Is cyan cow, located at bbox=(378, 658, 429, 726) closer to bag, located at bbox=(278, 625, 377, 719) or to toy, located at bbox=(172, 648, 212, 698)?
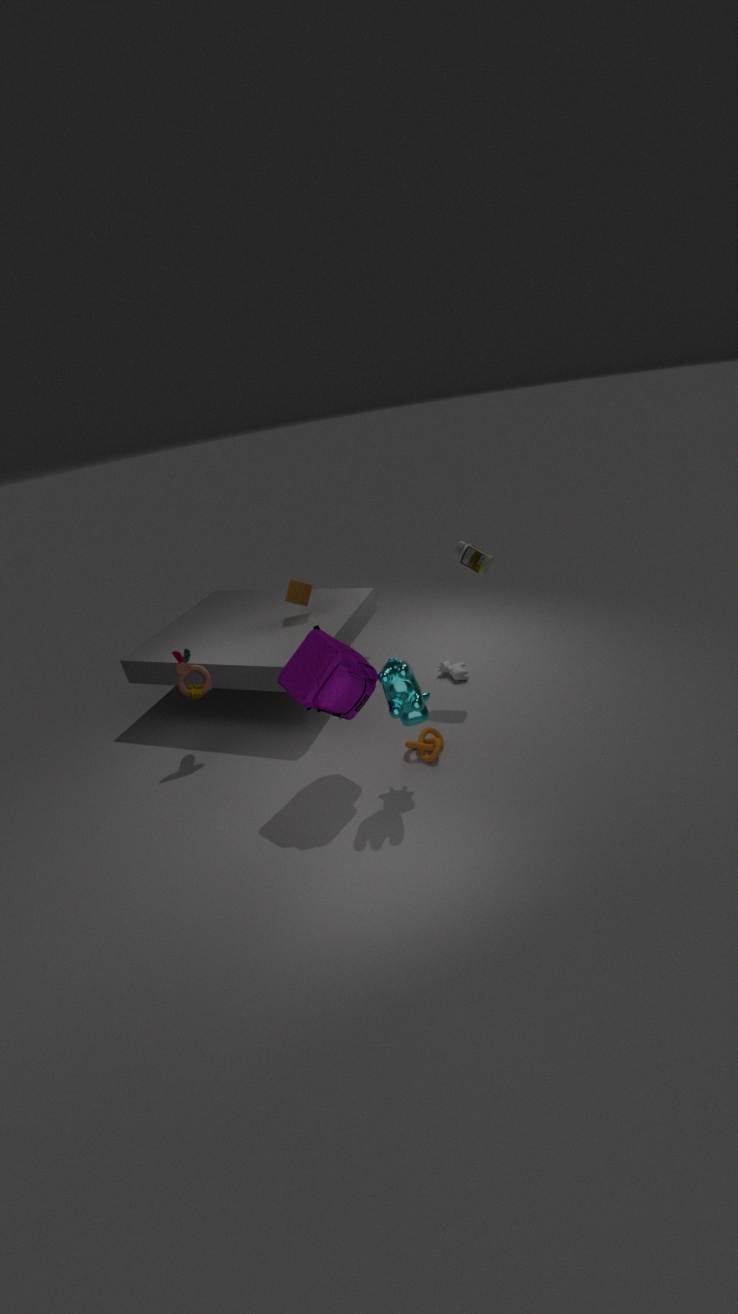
bag, located at bbox=(278, 625, 377, 719)
